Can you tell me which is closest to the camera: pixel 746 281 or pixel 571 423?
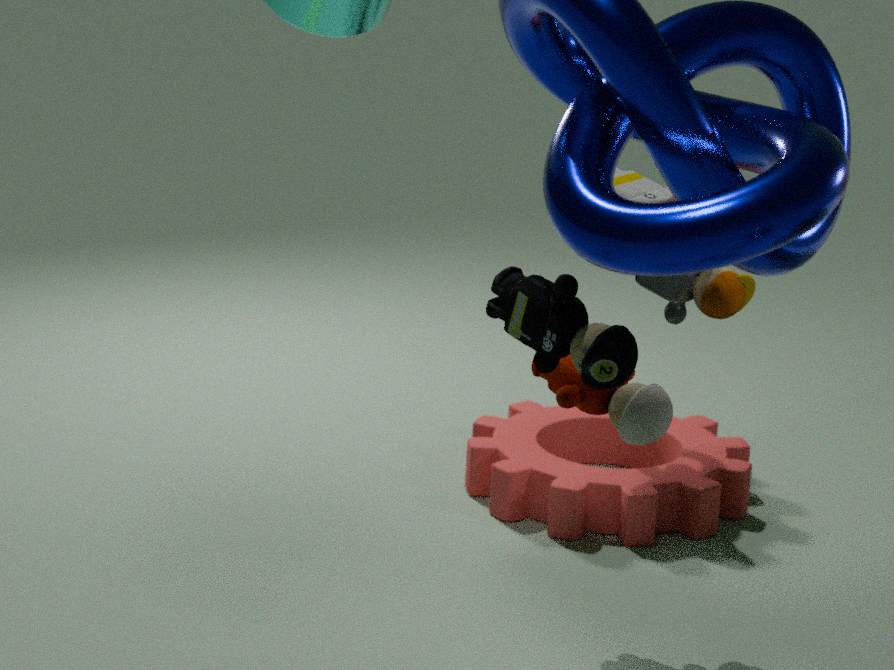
pixel 746 281
